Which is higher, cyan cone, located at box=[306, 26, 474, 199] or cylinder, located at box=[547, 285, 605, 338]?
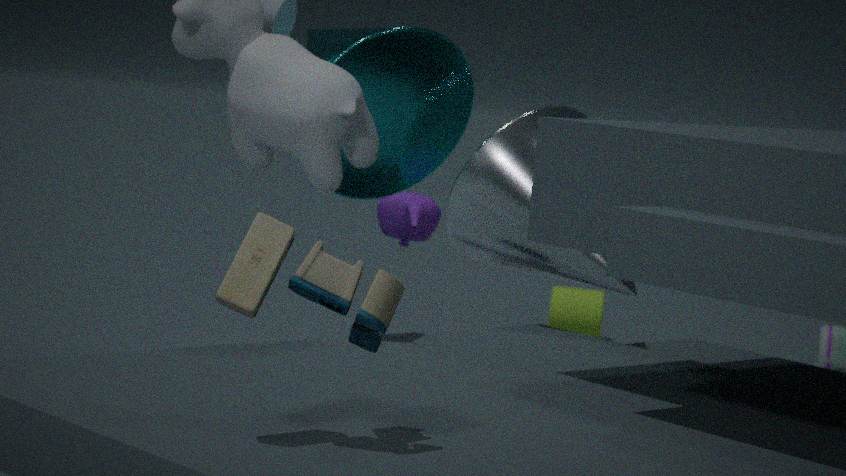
cyan cone, located at box=[306, 26, 474, 199]
